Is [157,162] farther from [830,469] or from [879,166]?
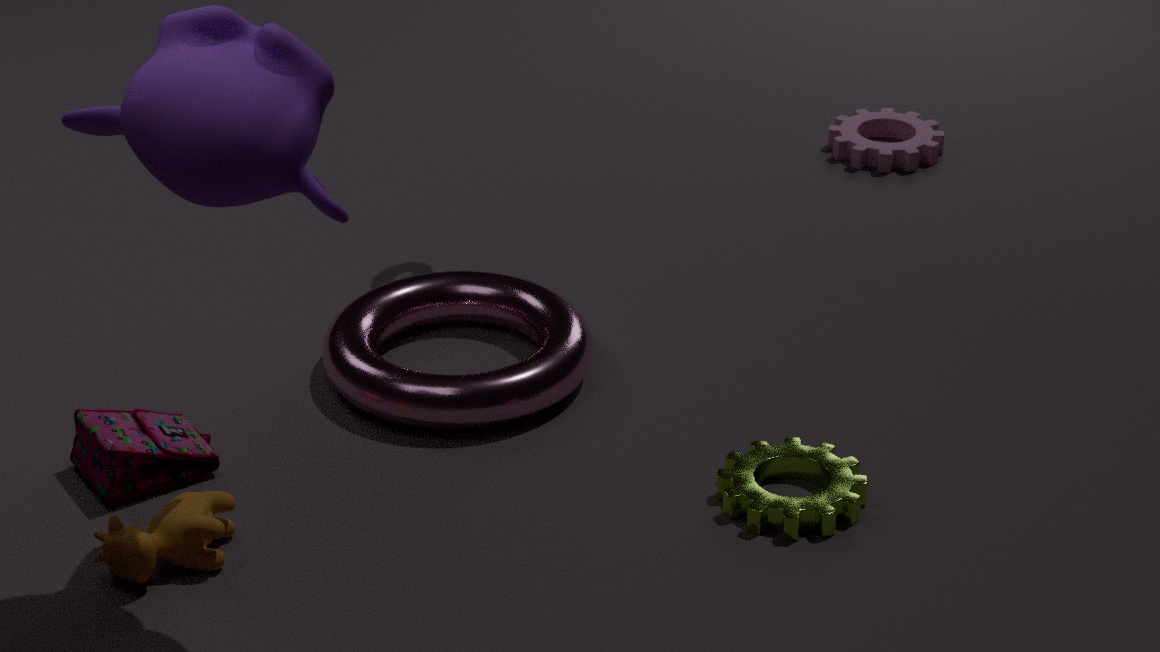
[879,166]
